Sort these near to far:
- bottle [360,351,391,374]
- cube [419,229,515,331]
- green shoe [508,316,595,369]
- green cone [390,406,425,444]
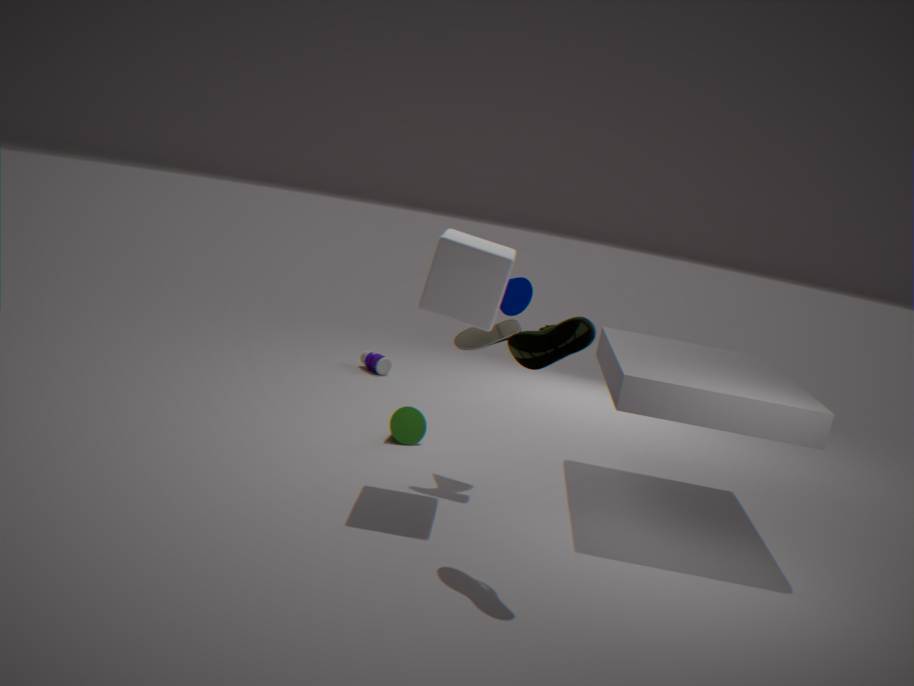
green shoe [508,316,595,369] < cube [419,229,515,331] < green cone [390,406,425,444] < bottle [360,351,391,374]
